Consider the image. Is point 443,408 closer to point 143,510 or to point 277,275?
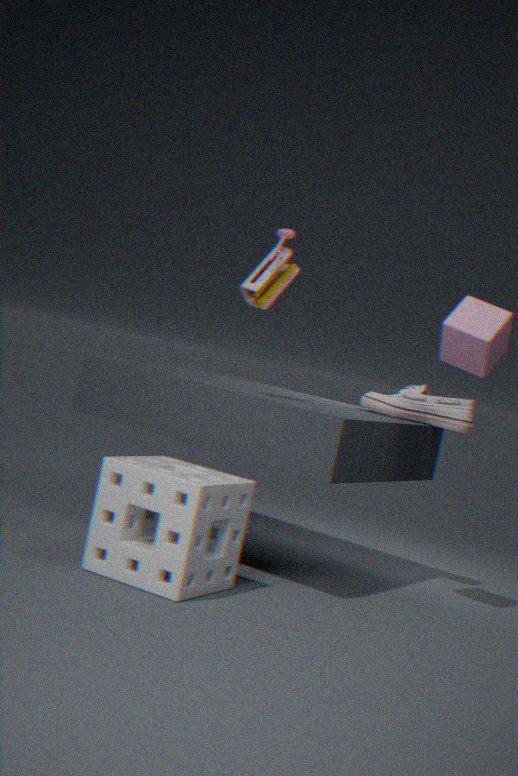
point 277,275
